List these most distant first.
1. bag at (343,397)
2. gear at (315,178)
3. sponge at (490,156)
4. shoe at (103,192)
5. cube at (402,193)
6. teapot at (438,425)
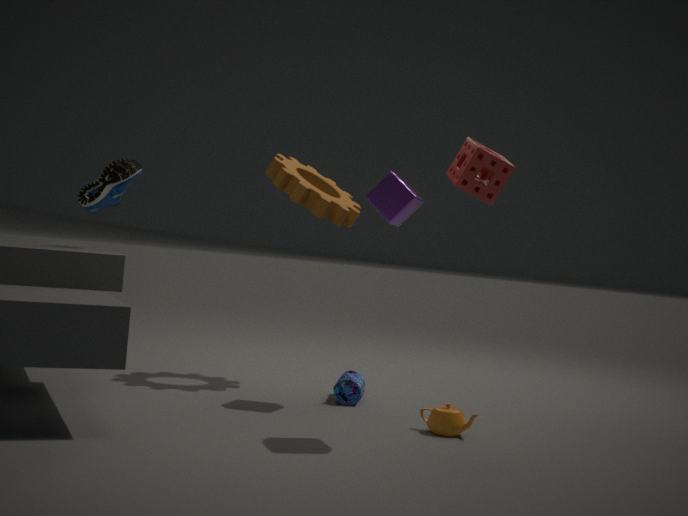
1. gear at (315,178)
2. bag at (343,397)
3. cube at (402,193)
4. shoe at (103,192)
5. teapot at (438,425)
6. sponge at (490,156)
